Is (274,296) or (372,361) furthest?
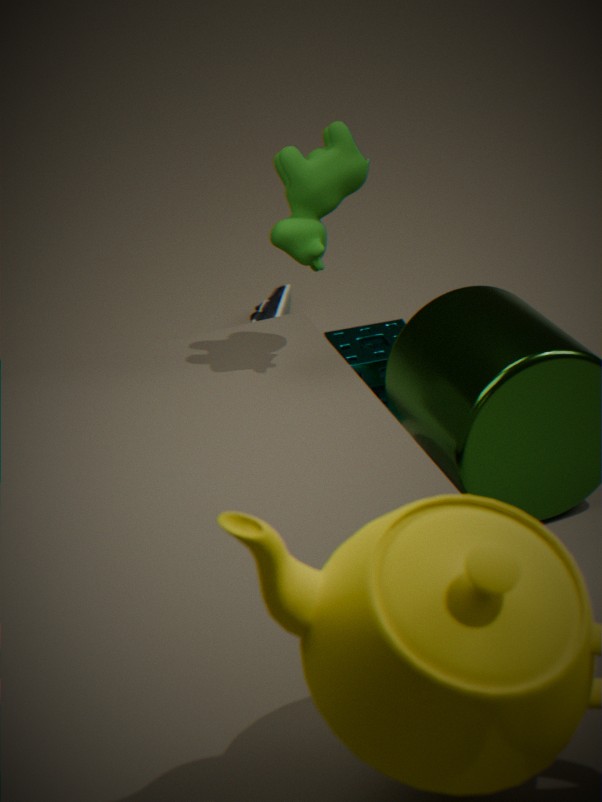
(274,296)
